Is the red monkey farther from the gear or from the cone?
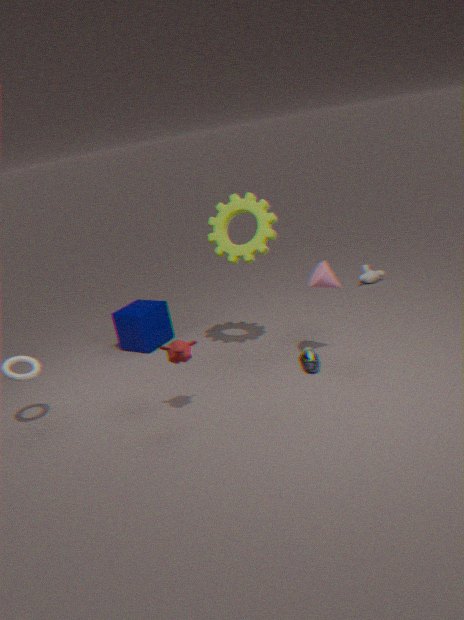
the cone
